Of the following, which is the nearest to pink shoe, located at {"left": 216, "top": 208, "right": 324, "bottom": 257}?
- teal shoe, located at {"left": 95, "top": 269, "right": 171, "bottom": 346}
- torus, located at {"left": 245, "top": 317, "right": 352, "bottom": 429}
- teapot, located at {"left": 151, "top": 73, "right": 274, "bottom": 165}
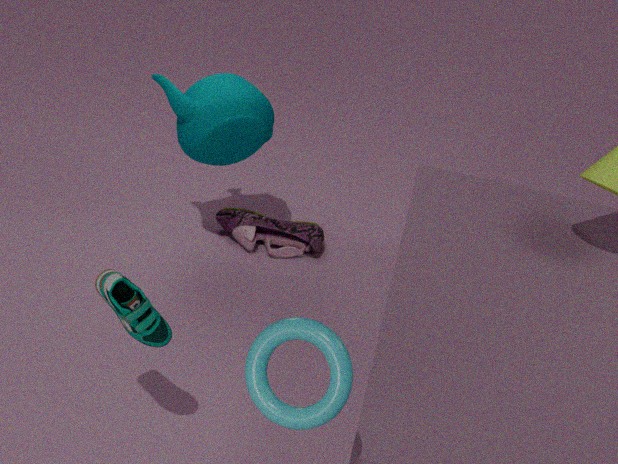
teapot, located at {"left": 151, "top": 73, "right": 274, "bottom": 165}
